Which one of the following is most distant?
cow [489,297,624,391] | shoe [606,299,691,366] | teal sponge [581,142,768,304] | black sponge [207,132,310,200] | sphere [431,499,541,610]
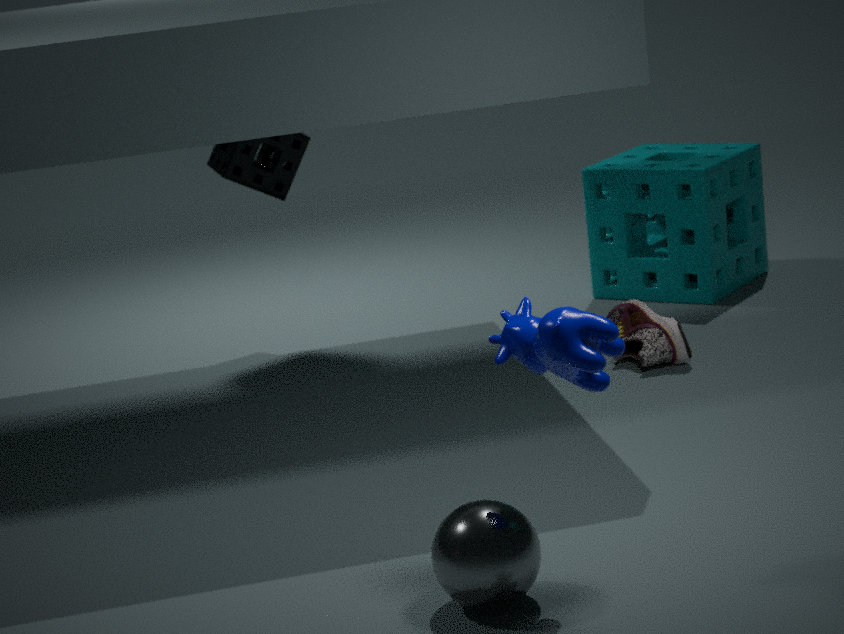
teal sponge [581,142,768,304]
